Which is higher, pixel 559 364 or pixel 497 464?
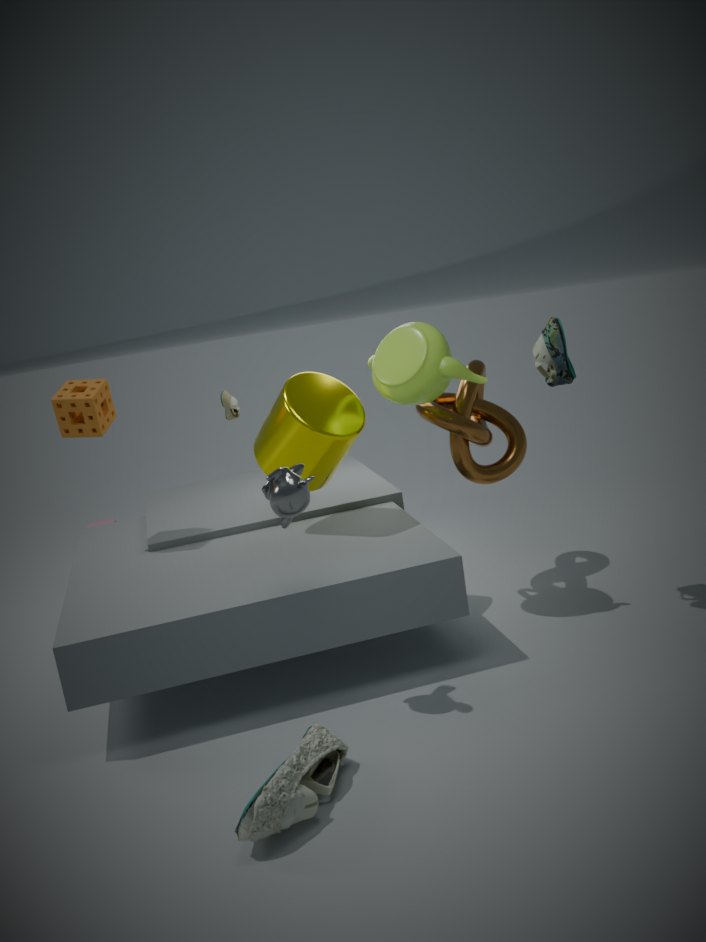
pixel 559 364
